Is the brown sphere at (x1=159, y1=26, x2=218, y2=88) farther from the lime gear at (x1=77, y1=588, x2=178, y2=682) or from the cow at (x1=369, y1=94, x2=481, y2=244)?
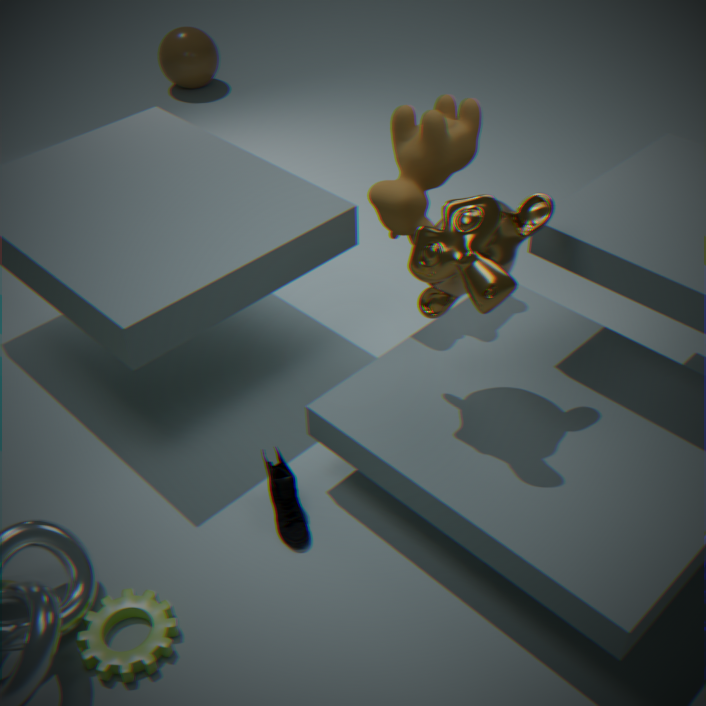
the lime gear at (x1=77, y1=588, x2=178, y2=682)
